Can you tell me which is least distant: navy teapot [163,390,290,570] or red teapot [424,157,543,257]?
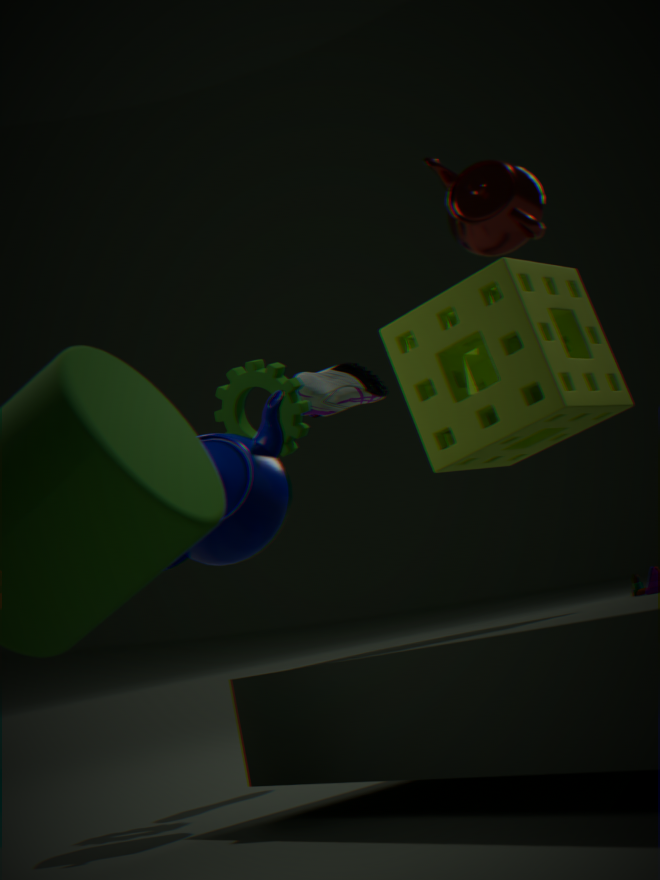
red teapot [424,157,543,257]
